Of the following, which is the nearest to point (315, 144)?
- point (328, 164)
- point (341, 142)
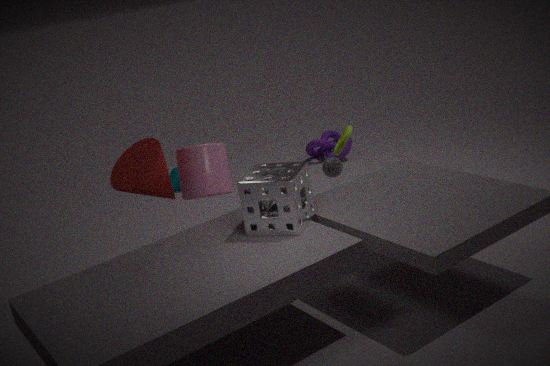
point (328, 164)
